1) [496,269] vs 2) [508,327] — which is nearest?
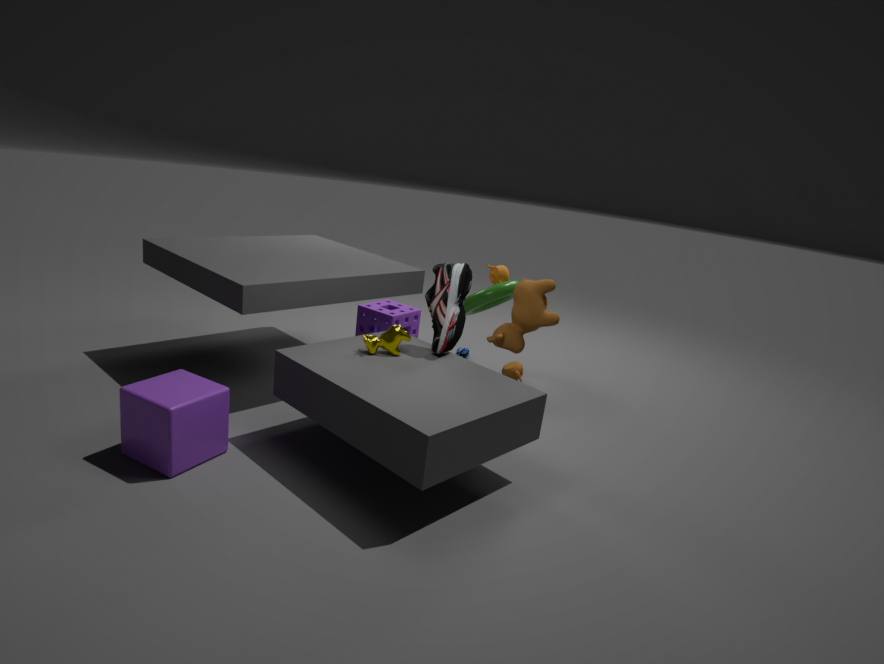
2. [508,327]
